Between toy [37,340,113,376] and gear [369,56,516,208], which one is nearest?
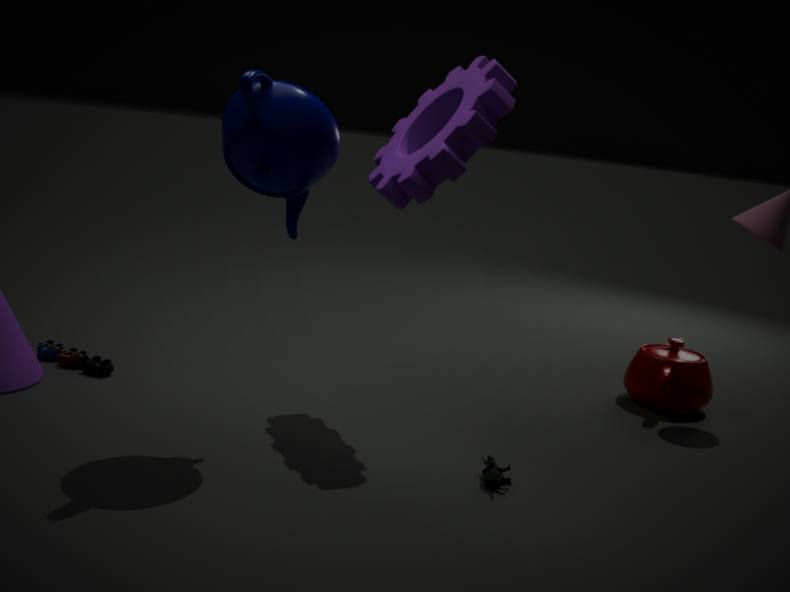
gear [369,56,516,208]
